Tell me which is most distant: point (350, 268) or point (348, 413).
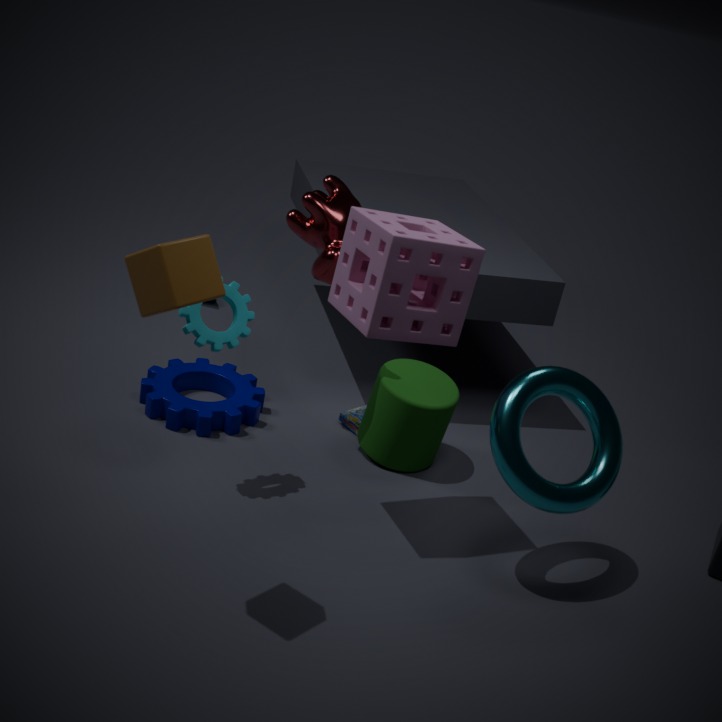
point (348, 413)
